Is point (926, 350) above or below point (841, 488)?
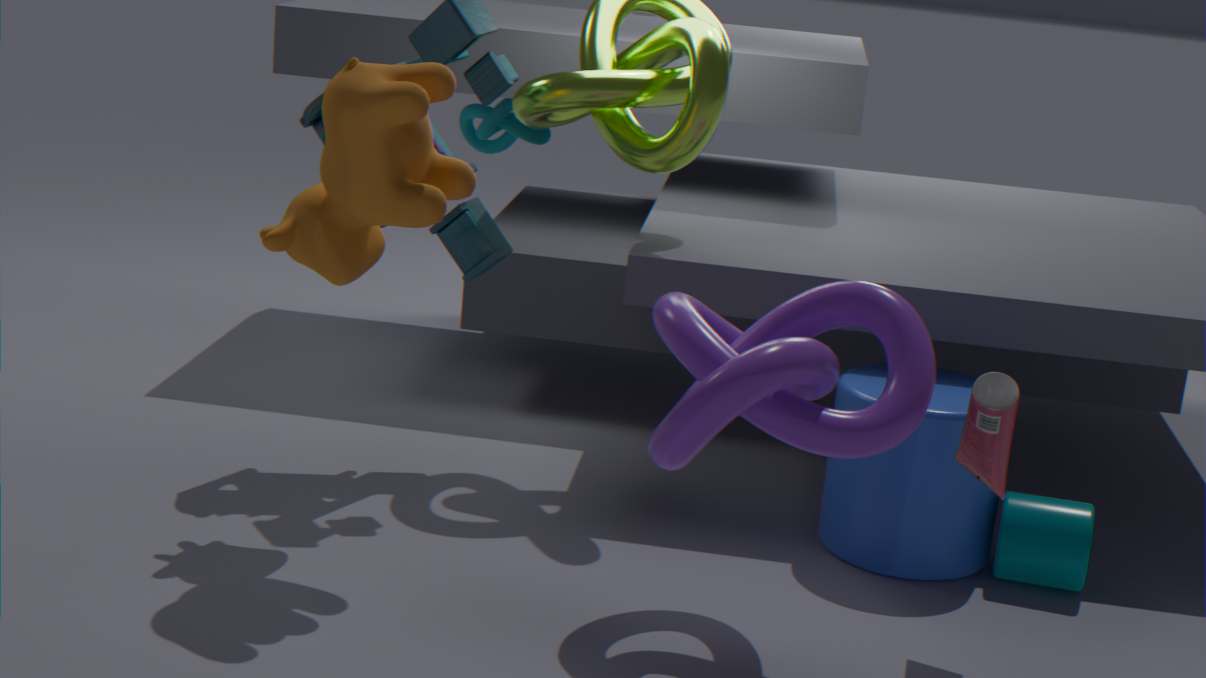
above
